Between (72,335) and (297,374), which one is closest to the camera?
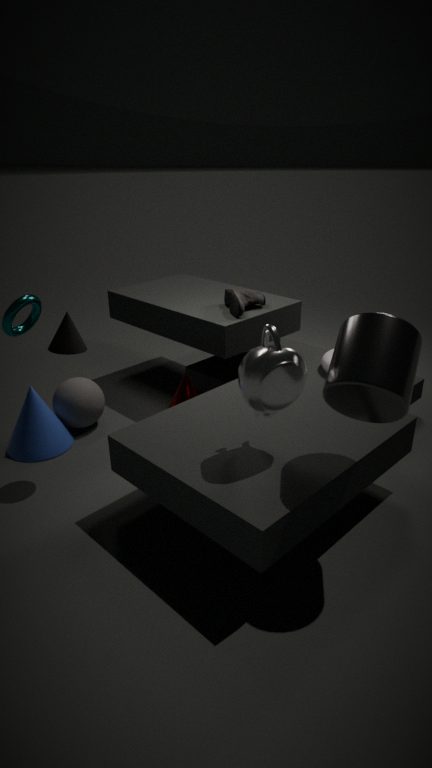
(297,374)
